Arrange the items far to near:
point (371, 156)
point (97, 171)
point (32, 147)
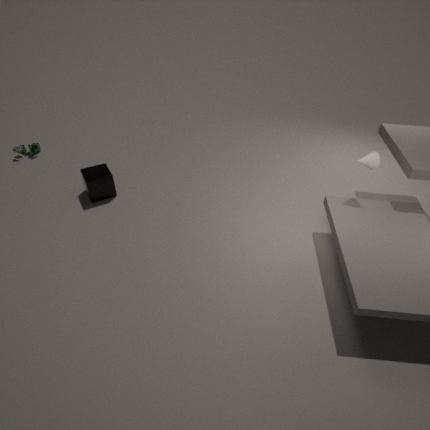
point (32, 147) → point (97, 171) → point (371, 156)
